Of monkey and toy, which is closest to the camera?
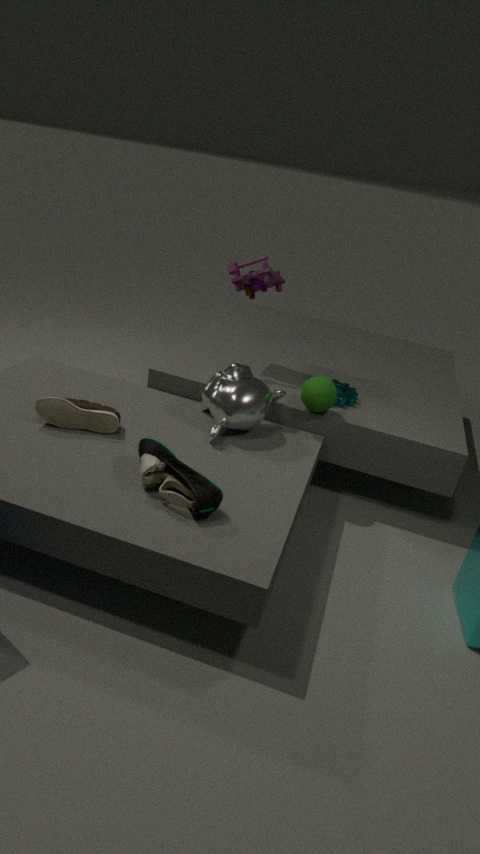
monkey
